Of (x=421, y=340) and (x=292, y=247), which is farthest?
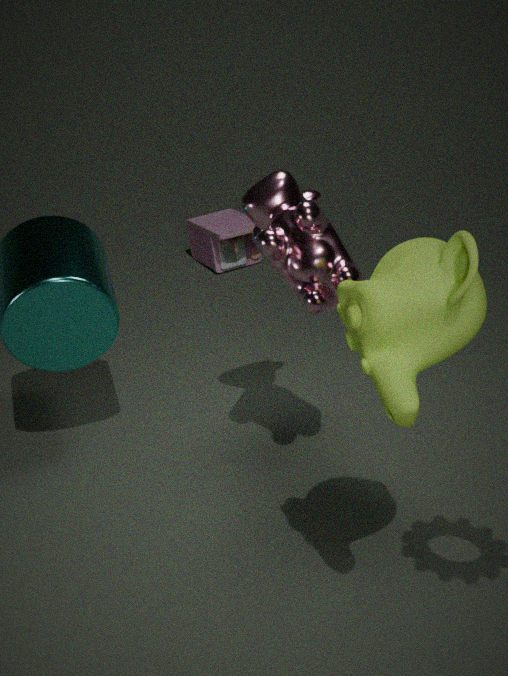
(x=292, y=247)
